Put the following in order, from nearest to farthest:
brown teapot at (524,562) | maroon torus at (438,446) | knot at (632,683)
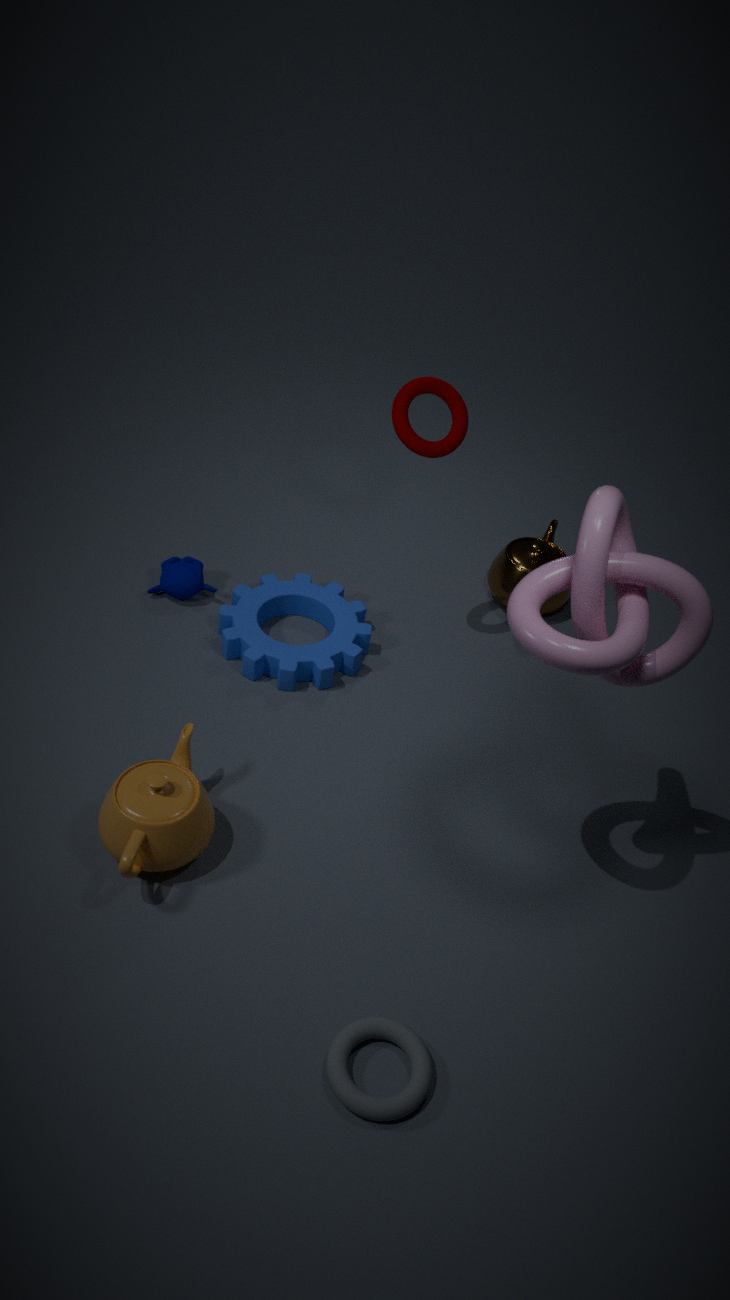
1. knot at (632,683)
2. maroon torus at (438,446)
3. brown teapot at (524,562)
